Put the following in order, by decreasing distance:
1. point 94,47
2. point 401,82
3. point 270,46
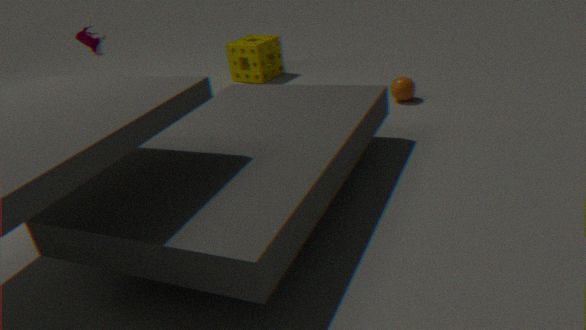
point 270,46, point 401,82, point 94,47
